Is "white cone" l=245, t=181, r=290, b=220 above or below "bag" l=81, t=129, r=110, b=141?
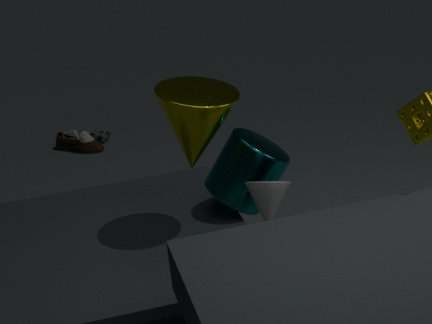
above
